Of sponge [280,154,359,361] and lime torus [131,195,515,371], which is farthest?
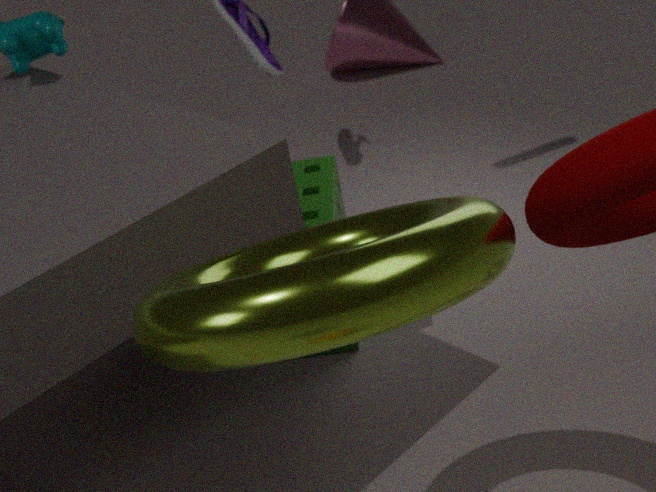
sponge [280,154,359,361]
